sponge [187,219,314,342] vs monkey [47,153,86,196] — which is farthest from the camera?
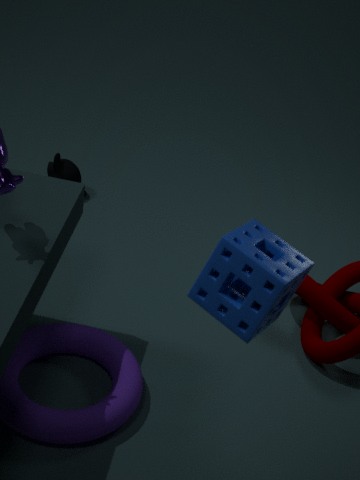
monkey [47,153,86,196]
